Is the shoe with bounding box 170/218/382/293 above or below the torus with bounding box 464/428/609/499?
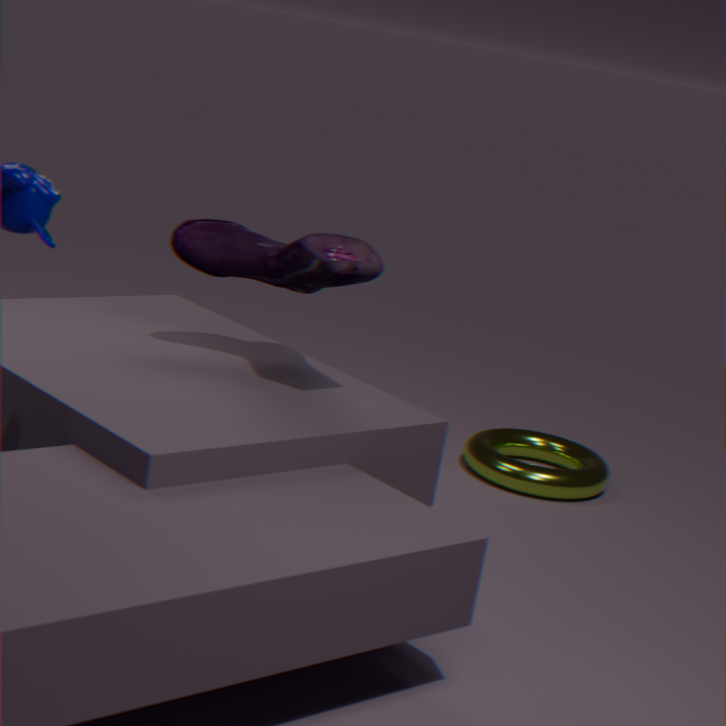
above
